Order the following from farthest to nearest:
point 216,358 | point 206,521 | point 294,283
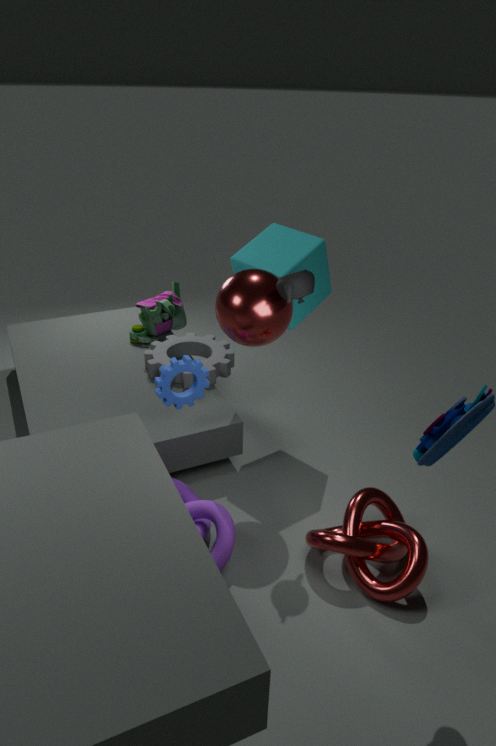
point 216,358, point 206,521, point 294,283
